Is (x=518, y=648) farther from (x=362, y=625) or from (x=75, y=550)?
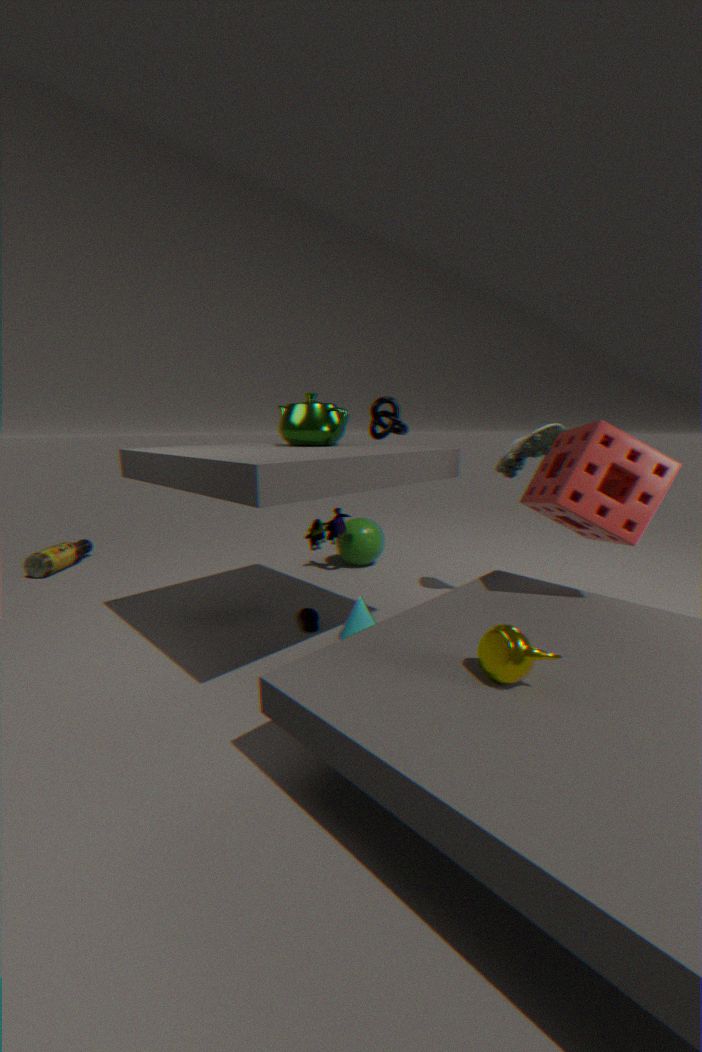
(x=75, y=550)
